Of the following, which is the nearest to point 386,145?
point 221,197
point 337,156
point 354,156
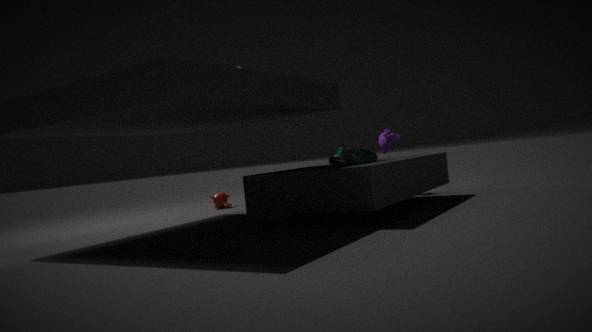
point 337,156
